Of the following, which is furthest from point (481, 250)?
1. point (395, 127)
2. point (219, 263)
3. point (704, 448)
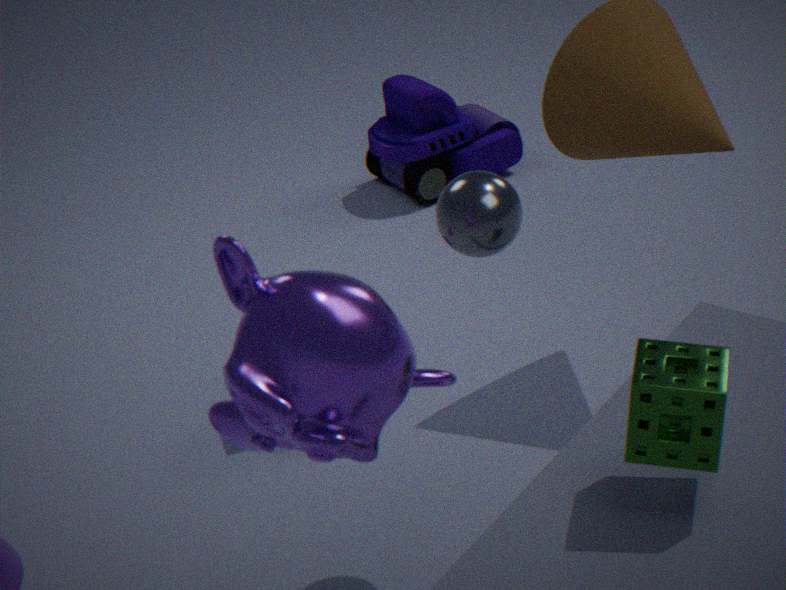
point (395, 127)
